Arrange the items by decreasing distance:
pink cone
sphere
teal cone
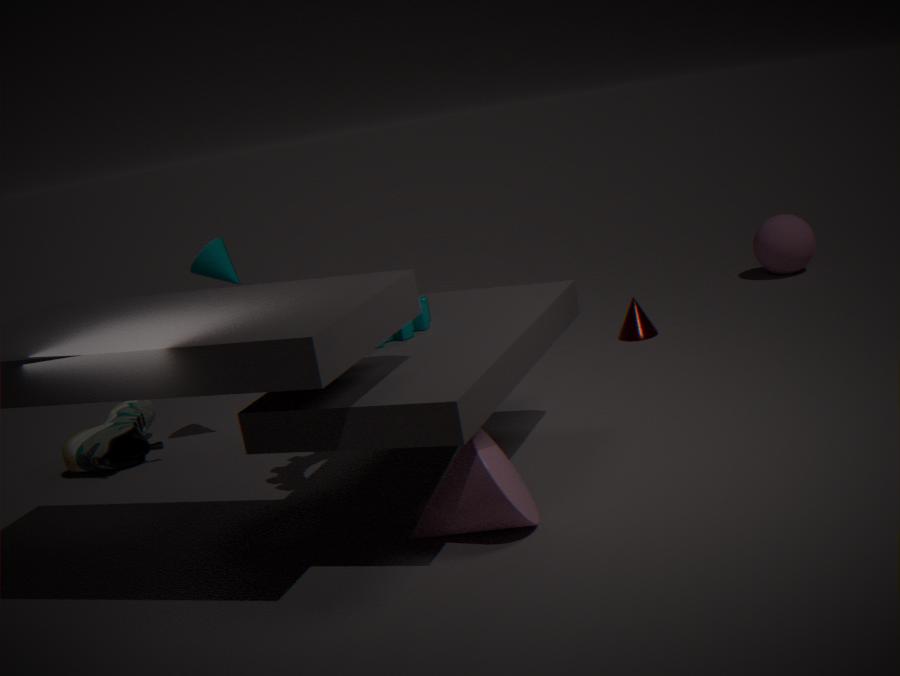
sphere, teal cone, pink cone
